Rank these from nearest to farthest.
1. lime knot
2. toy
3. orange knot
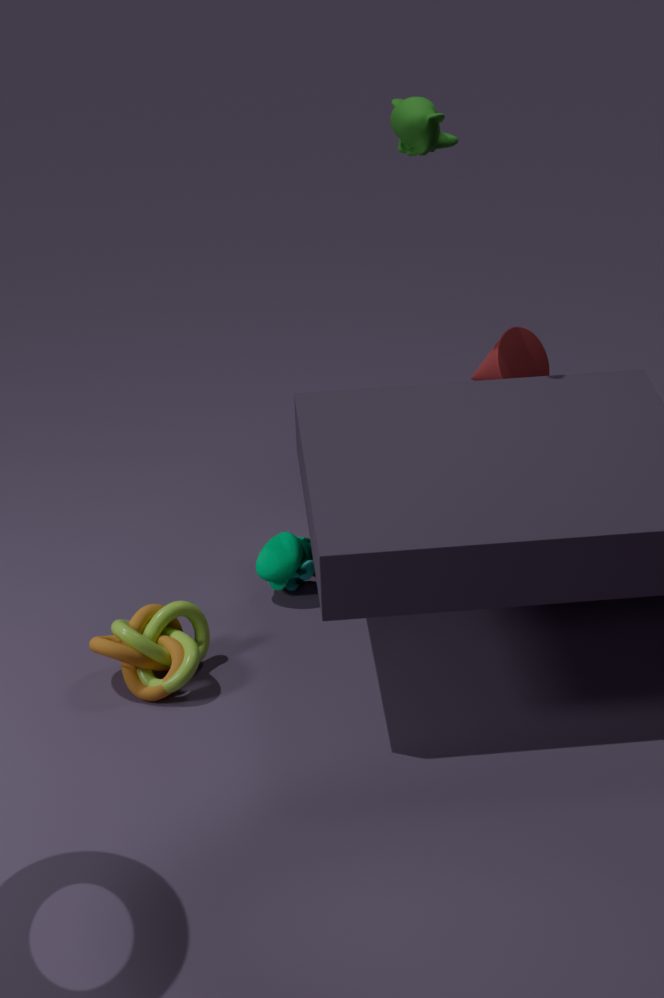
A: orange knot < lime knot < toy
